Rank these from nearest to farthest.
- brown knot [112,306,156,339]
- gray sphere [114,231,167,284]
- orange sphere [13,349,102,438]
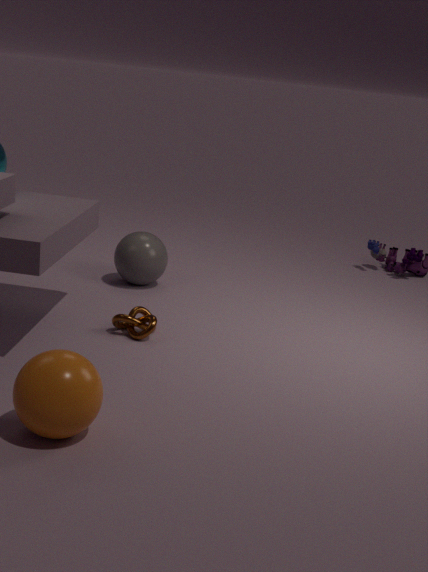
orange sphere [13,349,102,438], brown knot [112,306,156,339], gray sphere [114,231,167,284]
